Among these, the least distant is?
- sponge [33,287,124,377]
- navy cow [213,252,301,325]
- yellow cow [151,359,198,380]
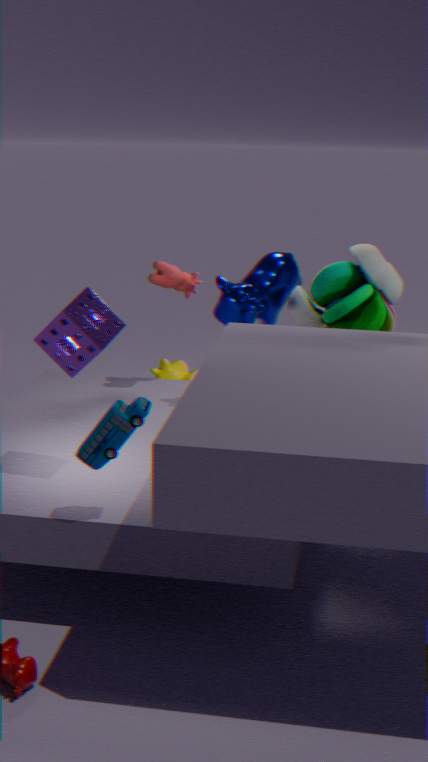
sponge [33,287,124,377]
